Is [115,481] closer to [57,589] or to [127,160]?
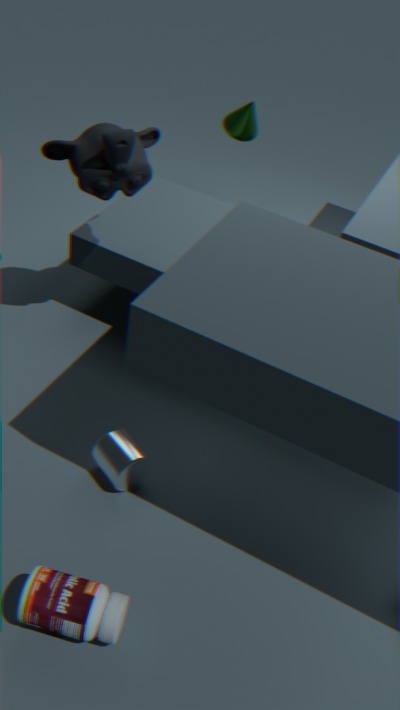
[57,589]
